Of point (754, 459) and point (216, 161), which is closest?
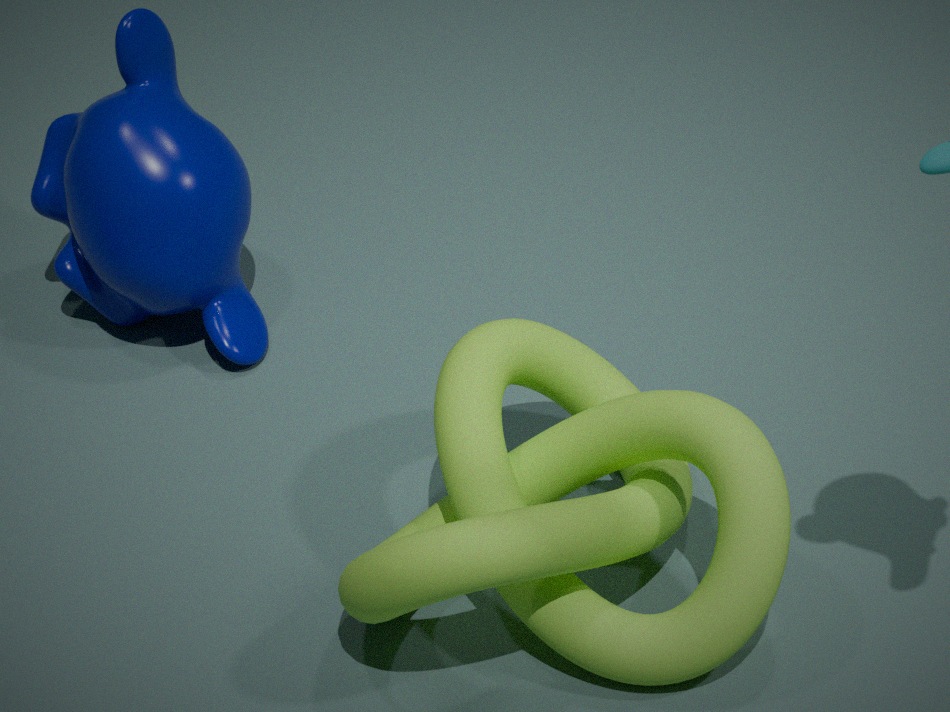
point (754, 459)
